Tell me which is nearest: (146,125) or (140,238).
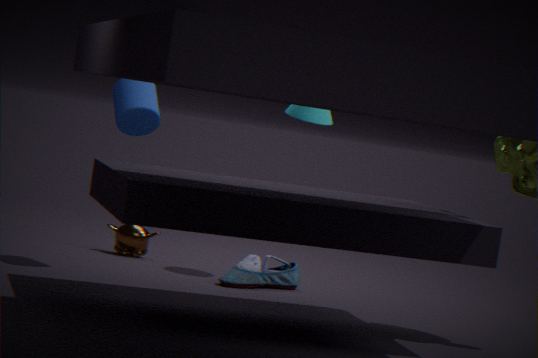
(146,125)
